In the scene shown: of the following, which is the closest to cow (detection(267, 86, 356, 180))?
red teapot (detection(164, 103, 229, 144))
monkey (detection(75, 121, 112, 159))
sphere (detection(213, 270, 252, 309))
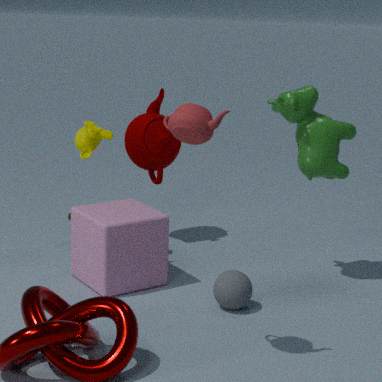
sphere (detection(213, 270, 252, 309))
